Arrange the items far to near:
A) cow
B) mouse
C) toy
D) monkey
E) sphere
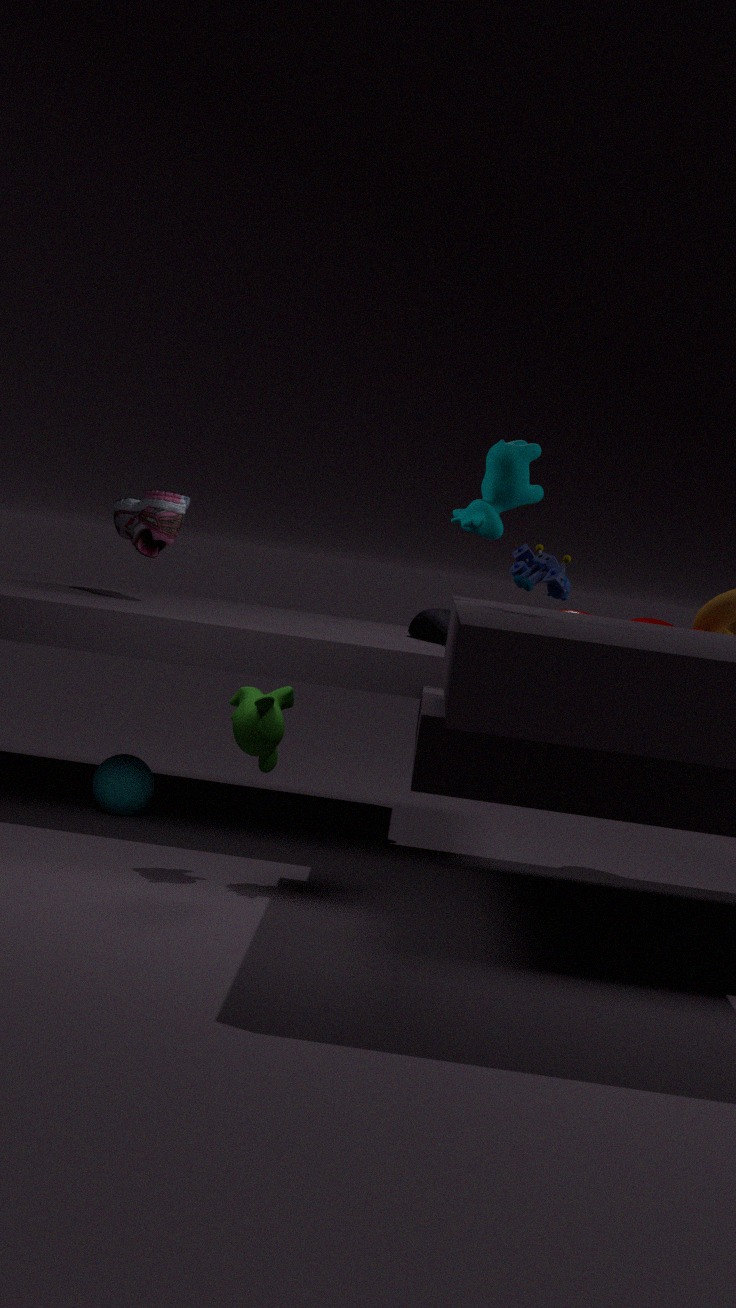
mouse → sphere → monkey → cow → toy
